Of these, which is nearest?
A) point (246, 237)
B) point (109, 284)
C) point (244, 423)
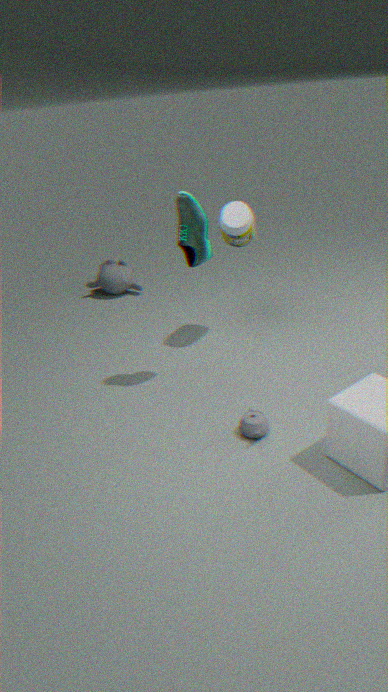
point (244, 423)
